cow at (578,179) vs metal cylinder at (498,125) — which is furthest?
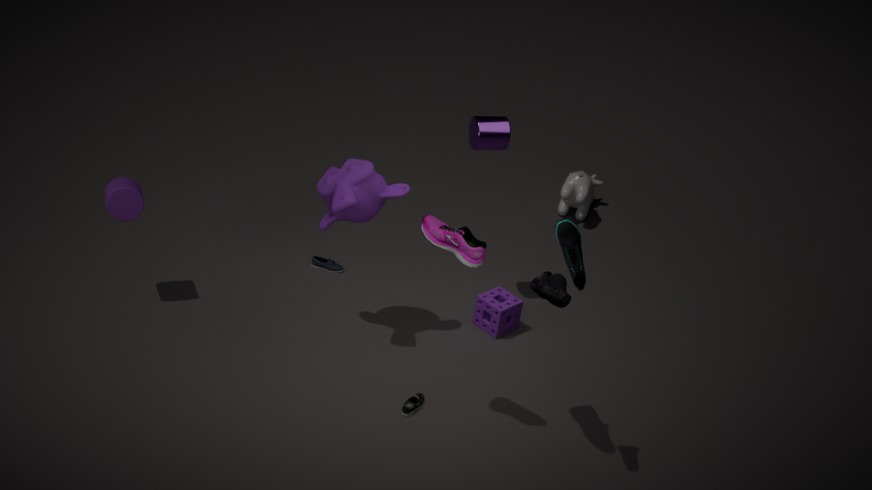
cow at (578,179)
